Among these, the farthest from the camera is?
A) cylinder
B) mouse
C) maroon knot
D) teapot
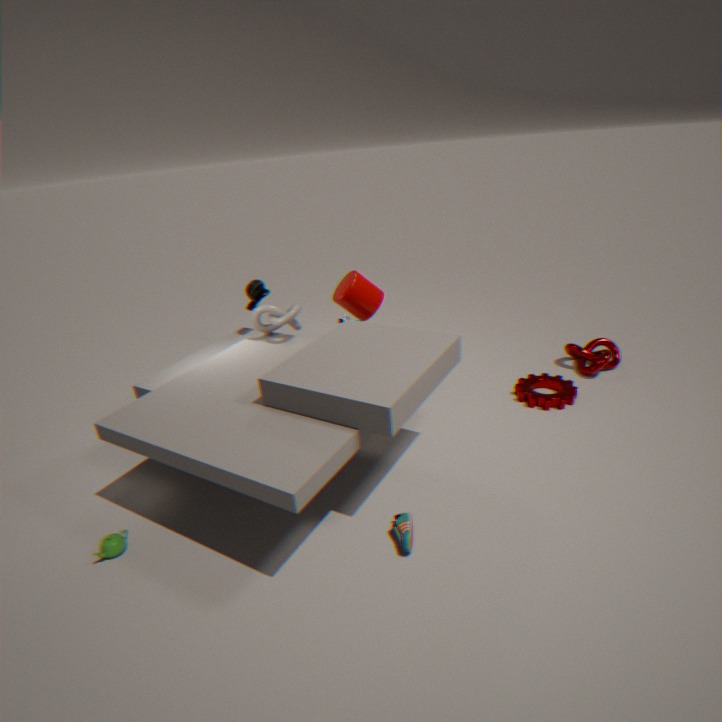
mouse
